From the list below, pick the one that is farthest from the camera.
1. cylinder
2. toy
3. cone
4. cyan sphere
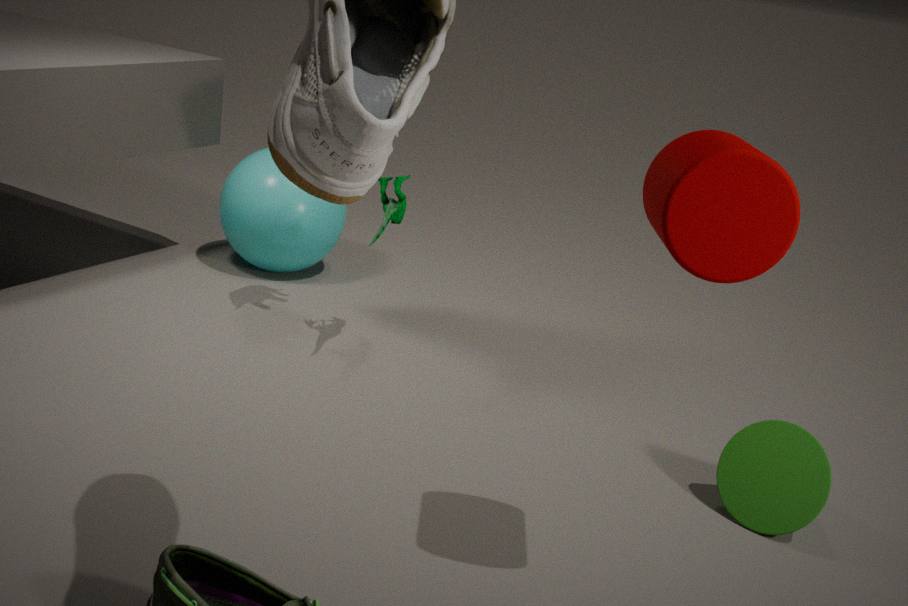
cyan sphere
